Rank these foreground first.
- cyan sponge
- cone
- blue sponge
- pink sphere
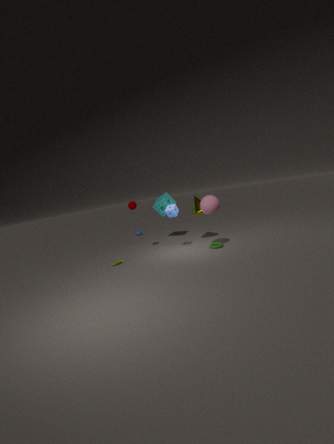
1. pink sphere
2. blue sponge
3. cone
4. cyan sponge
